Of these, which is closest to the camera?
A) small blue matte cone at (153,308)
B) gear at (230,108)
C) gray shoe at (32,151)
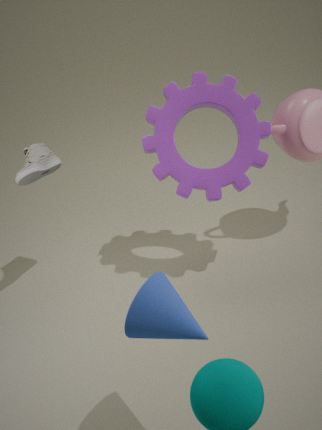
small blue matte cone at (153,308)
